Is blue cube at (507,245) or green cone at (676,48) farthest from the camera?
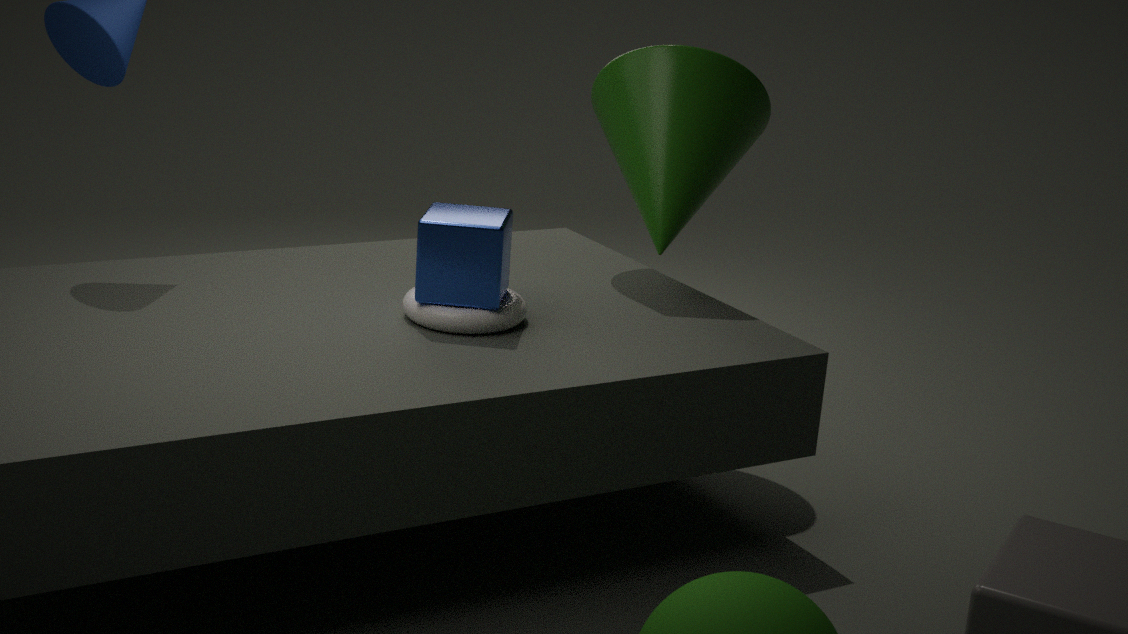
green cone at (676,48)
